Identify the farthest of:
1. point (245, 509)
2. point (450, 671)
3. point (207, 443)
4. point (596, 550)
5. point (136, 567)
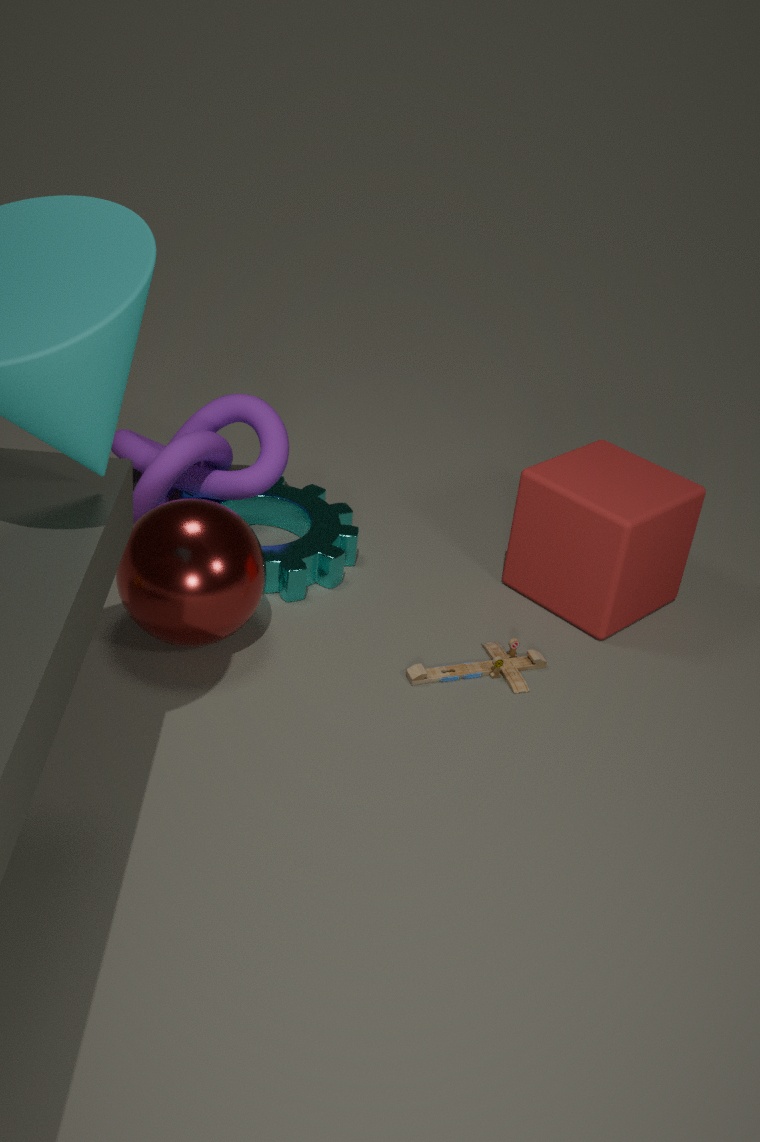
point (245, 509)
